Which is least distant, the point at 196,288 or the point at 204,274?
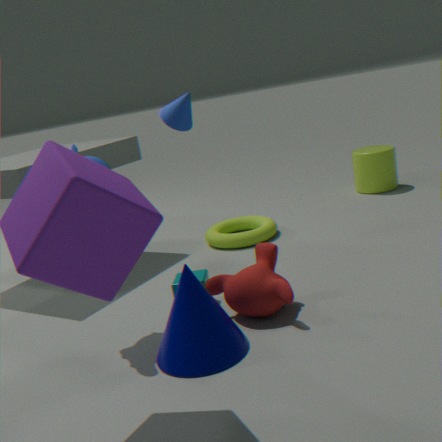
the point at 196,288
